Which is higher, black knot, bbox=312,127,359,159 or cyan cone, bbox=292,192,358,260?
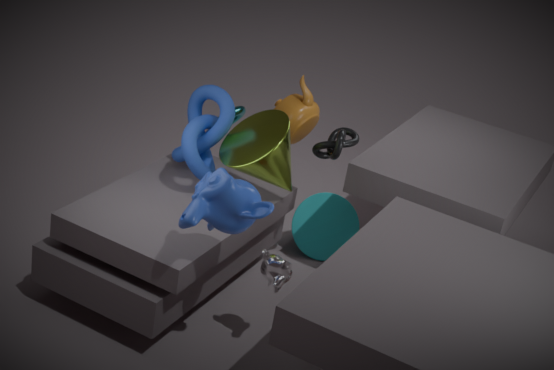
black knot, bbox=312,127,359,159
